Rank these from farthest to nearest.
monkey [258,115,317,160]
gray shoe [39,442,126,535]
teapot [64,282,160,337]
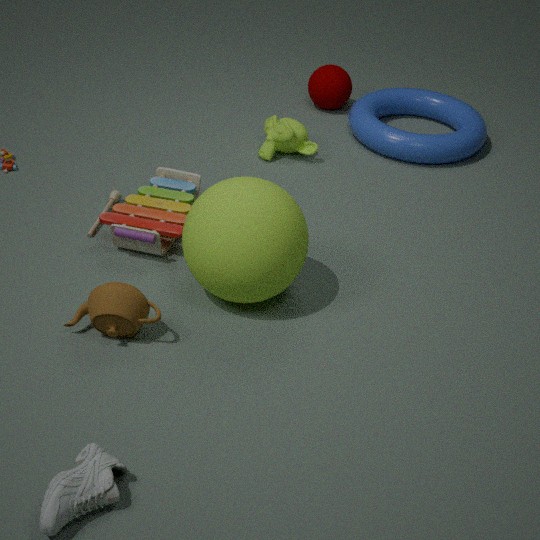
monkey [258,115,317,160]
teapot [64,282,160,337]
gray shoe [39,442,126,535]
